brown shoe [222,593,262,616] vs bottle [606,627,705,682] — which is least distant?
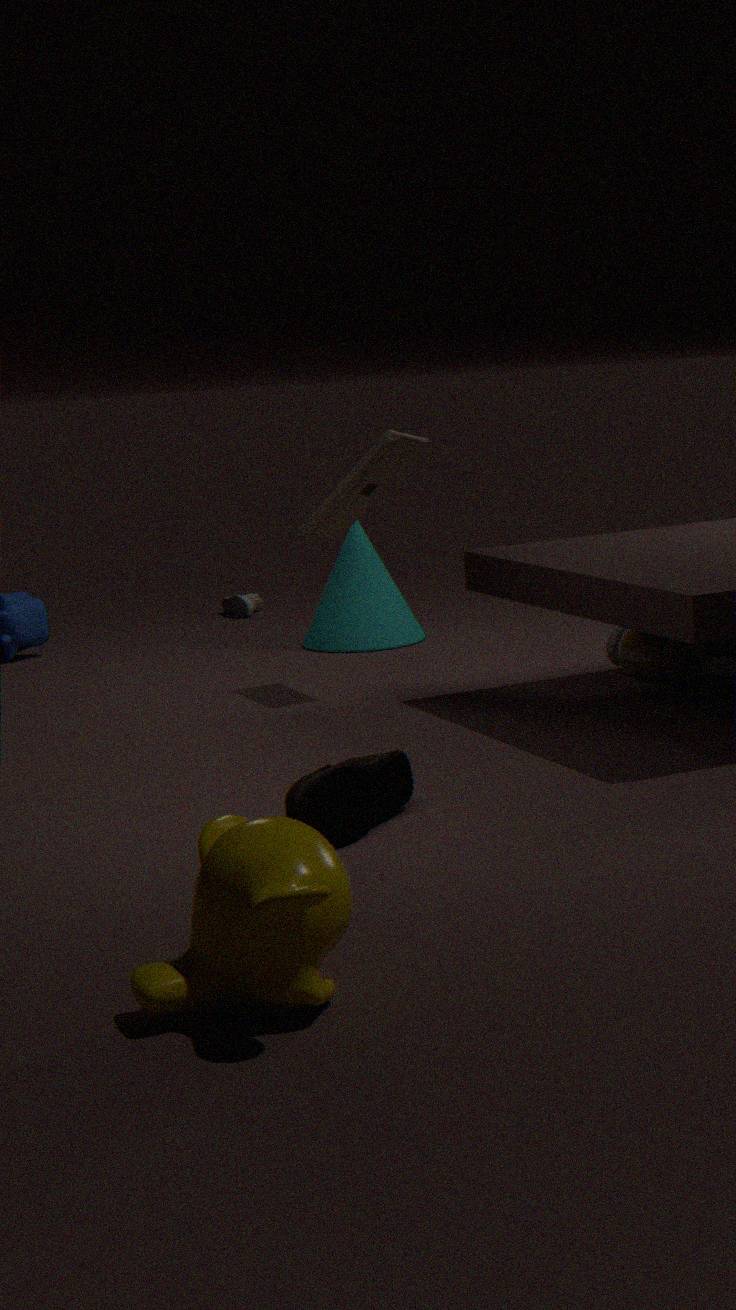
bottle [606,627,705,682]
